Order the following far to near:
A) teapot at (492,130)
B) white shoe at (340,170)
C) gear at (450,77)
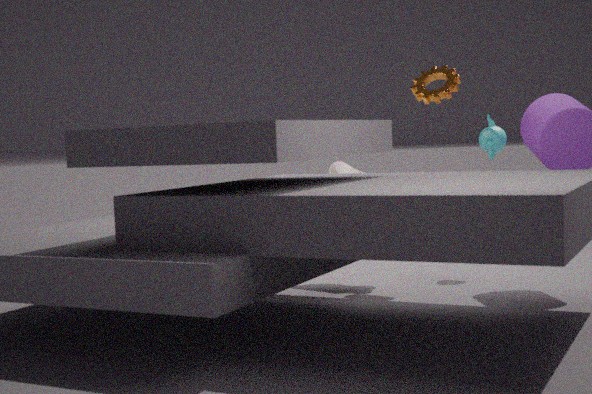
A. teapot at (492,130) < B. white shoe at (340,170) < C. gear at (450,77)
